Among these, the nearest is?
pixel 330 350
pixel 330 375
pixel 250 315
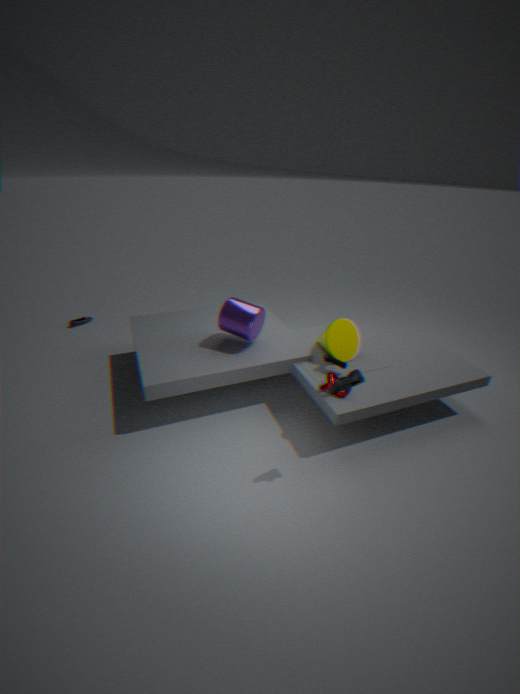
pixel 330 375
